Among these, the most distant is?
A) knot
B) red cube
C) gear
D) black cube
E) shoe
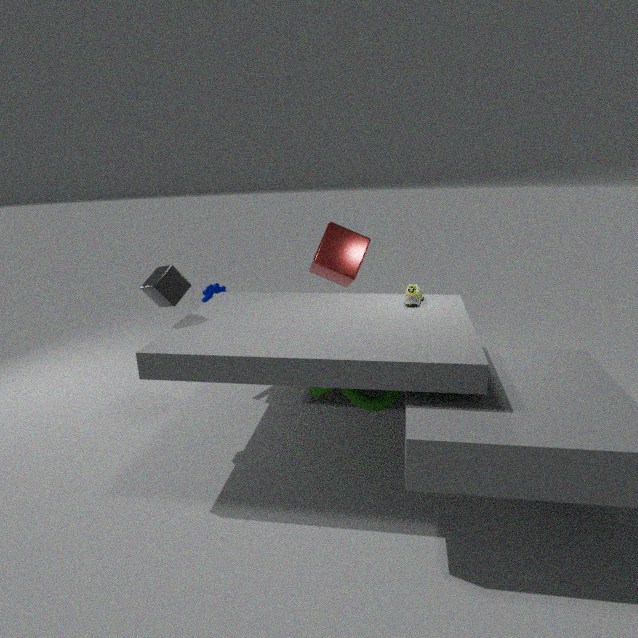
red cube
